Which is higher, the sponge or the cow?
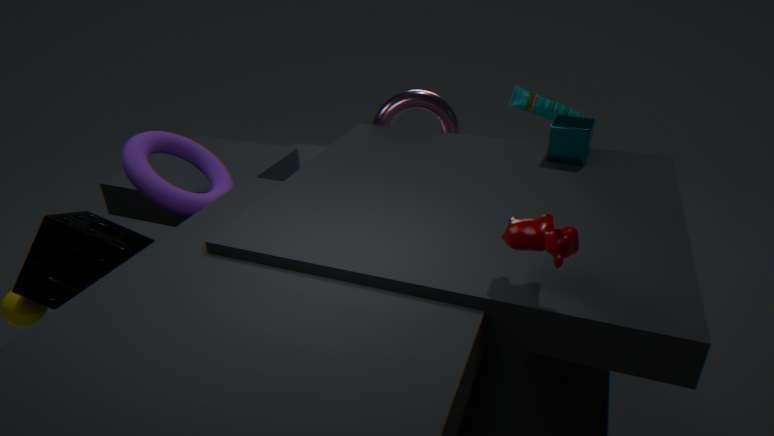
the cow
